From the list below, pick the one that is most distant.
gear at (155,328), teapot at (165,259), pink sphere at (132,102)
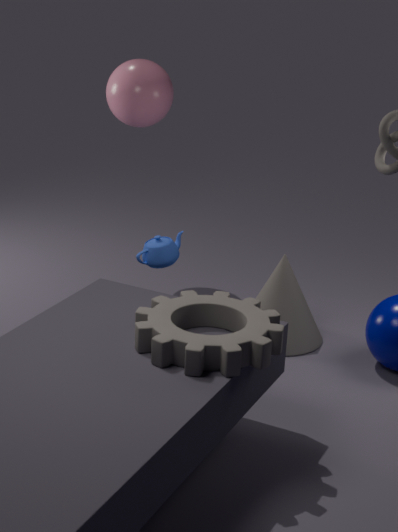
pink sphere at (132,102)
